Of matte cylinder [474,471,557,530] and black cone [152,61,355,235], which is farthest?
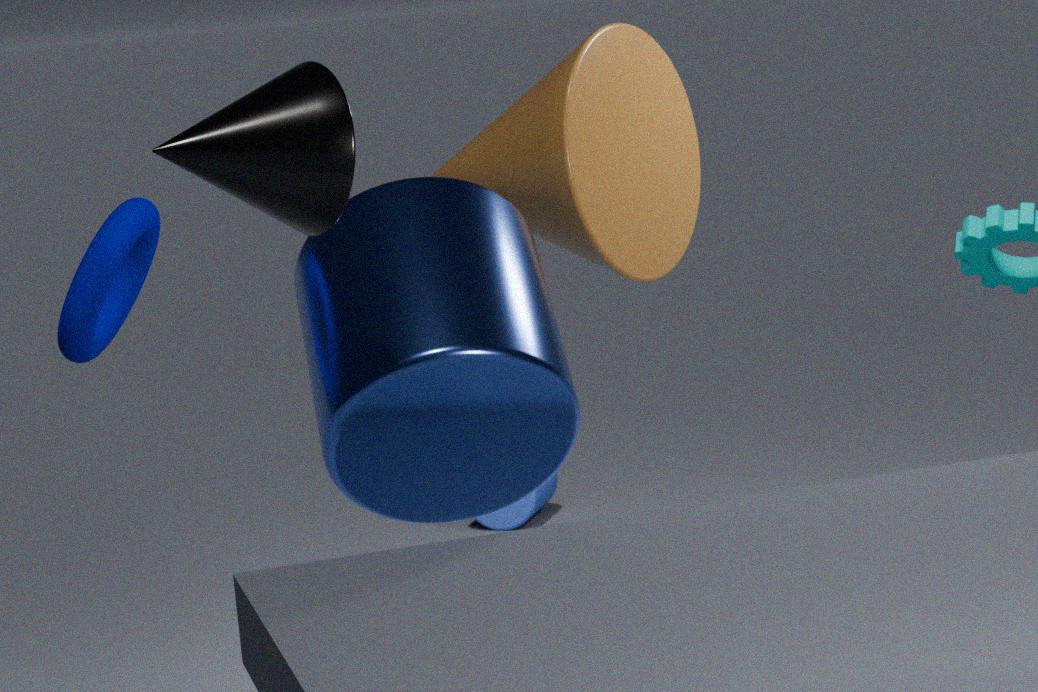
matte cylinder [474,471,557,530]
